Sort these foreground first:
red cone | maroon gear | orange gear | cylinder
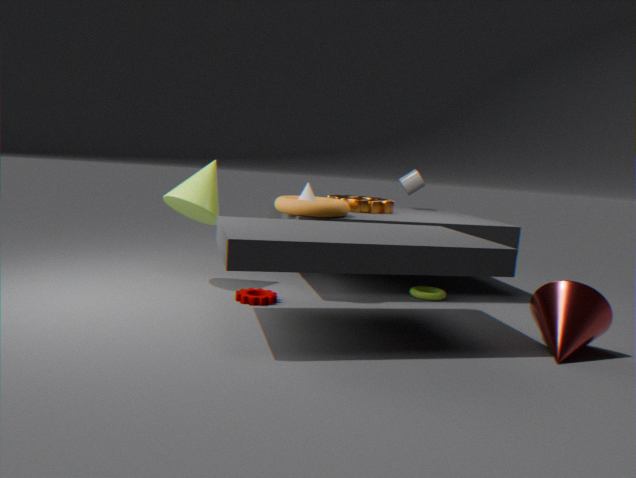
red cone, maroon gear, orange gear, cylinder
